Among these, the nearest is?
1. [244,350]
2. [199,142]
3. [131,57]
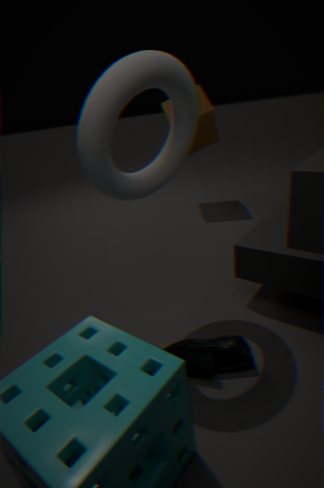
[131,57]
